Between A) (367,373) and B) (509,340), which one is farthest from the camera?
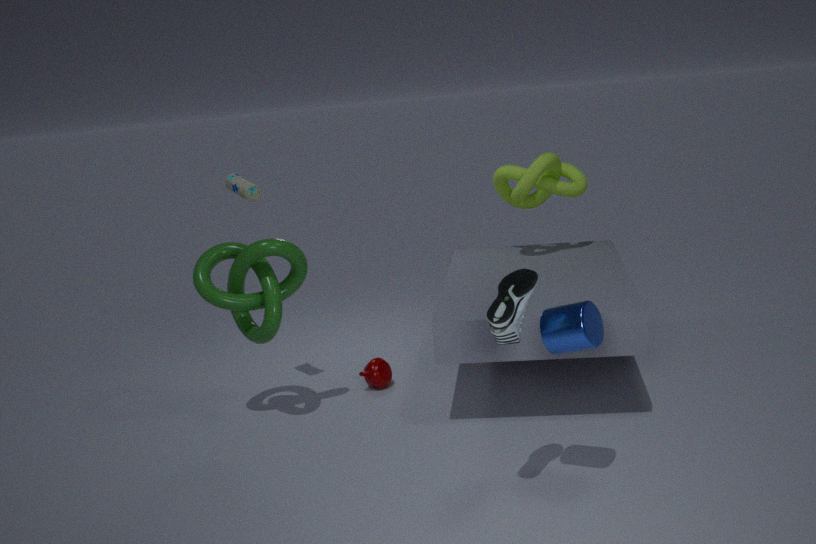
A. (367,373)
